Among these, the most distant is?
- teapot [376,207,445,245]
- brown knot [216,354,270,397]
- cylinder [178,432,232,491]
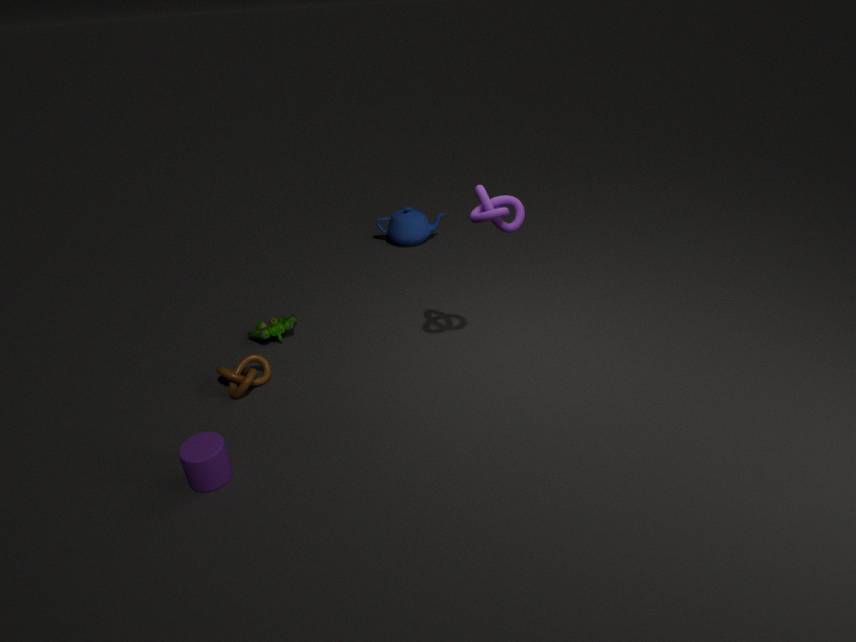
teapot [376,207,445,245]
